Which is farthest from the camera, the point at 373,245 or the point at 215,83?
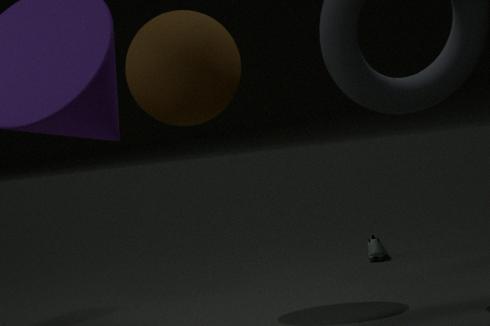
the point at 373,245
